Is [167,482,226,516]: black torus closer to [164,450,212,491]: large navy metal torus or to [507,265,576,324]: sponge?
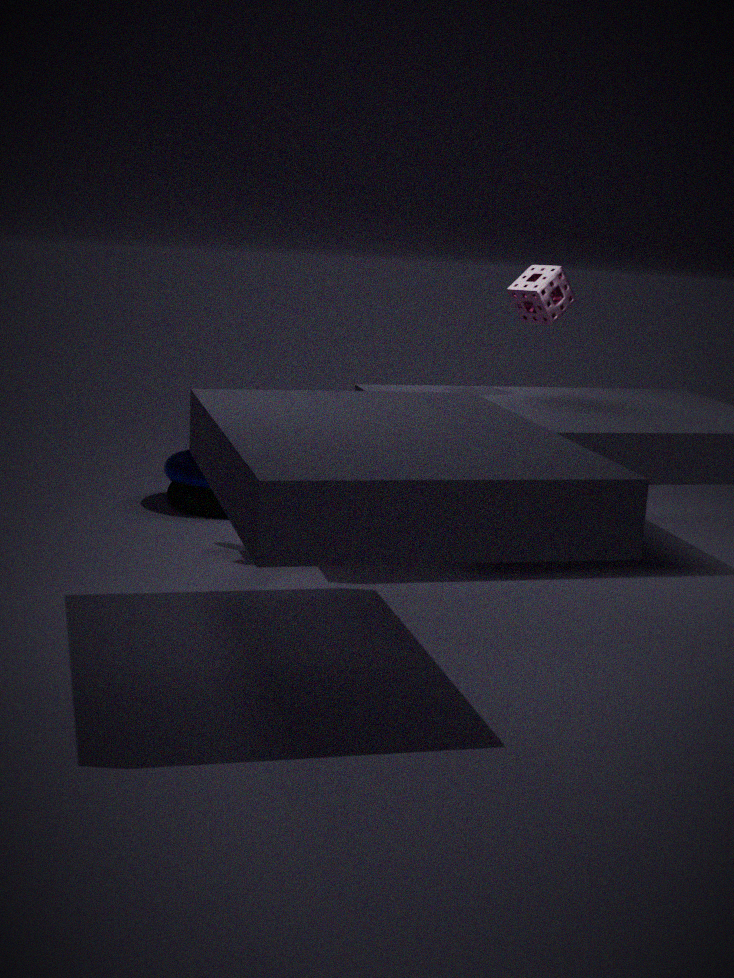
[164,450,212,491]: large navy metal torus
